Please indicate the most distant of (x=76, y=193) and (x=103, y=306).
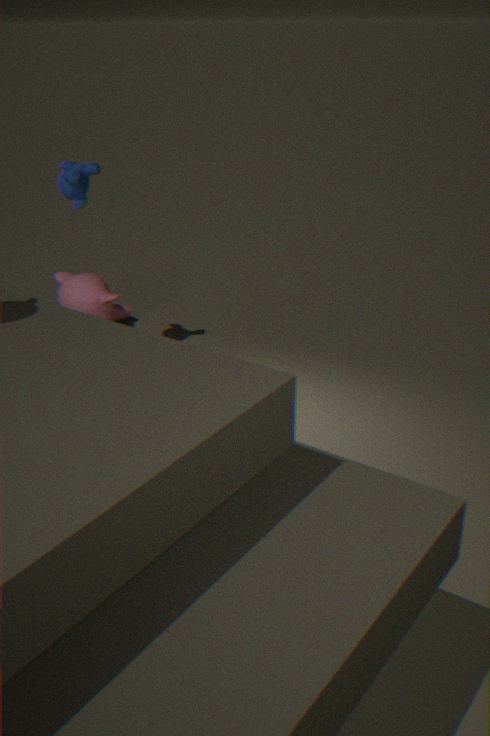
(x=103, y=306)
